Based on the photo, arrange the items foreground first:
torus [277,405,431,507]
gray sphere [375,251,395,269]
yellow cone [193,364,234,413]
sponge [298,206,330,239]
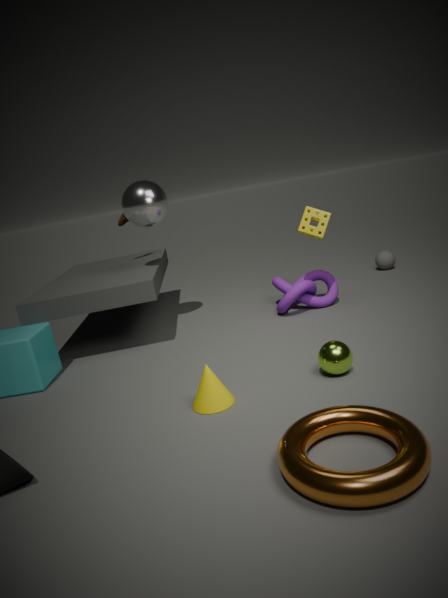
torus [277,405,431,507] < yellow cone [193,364,234,413] < sponge [298,206,330,239] < gray sphere [375,251,395,269]
